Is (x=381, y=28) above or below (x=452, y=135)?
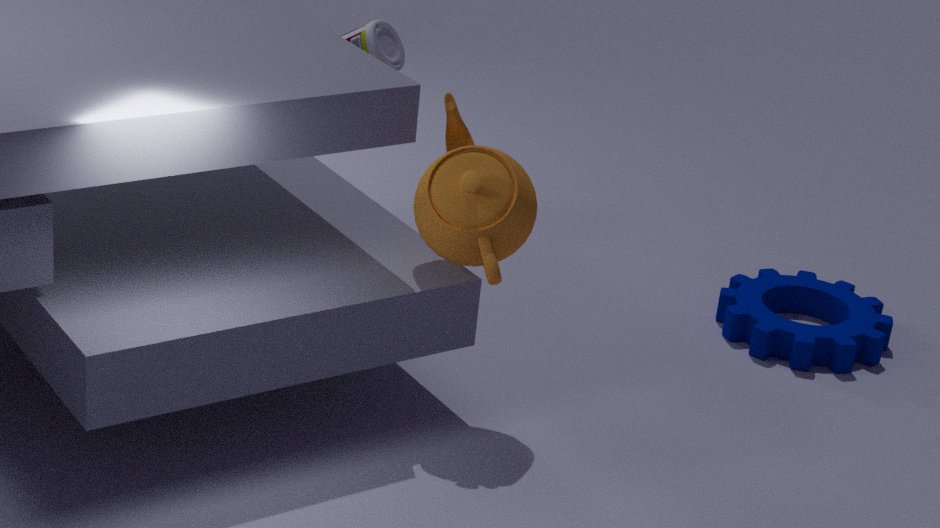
above
